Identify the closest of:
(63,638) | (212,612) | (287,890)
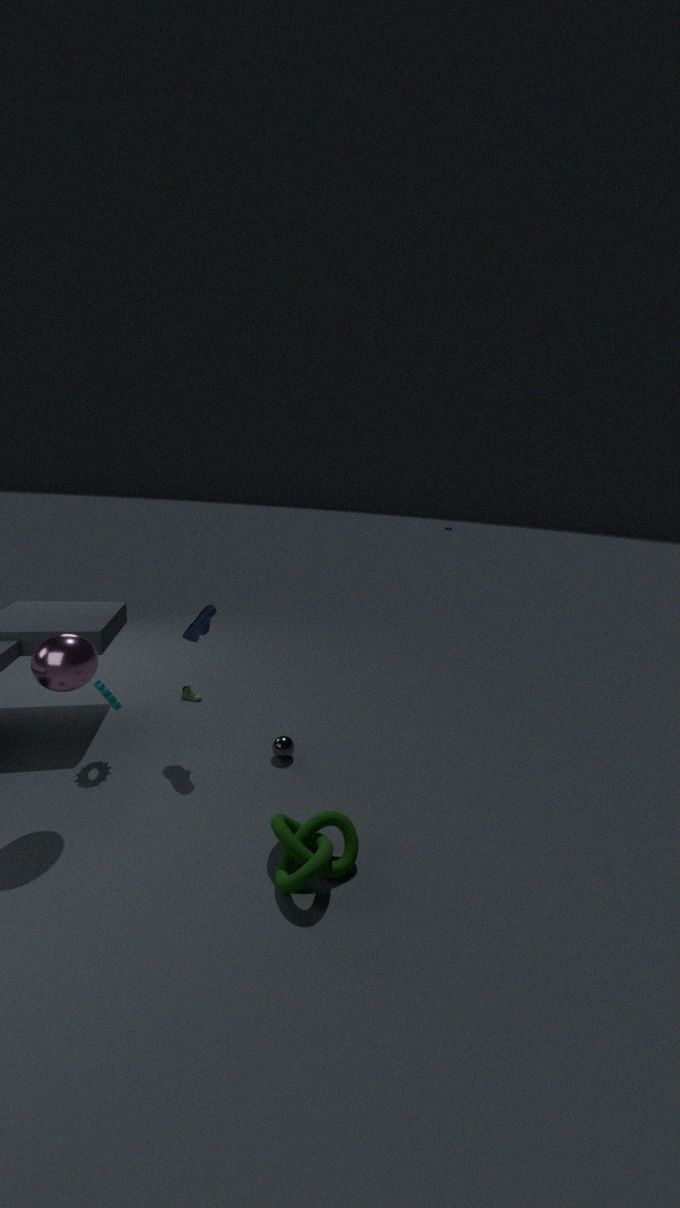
(287,890)
